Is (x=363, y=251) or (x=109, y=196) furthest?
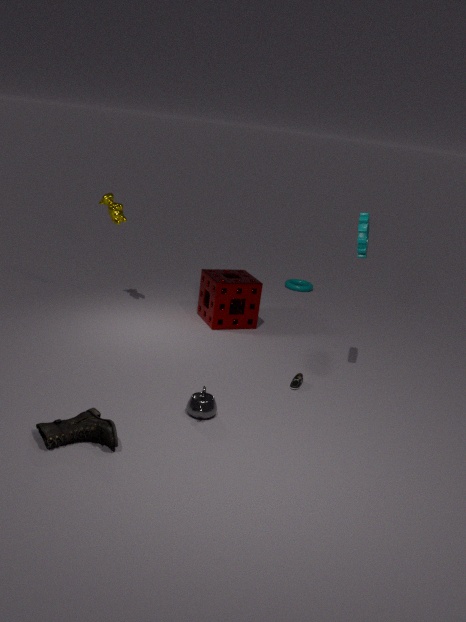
(x=109, y=196)
